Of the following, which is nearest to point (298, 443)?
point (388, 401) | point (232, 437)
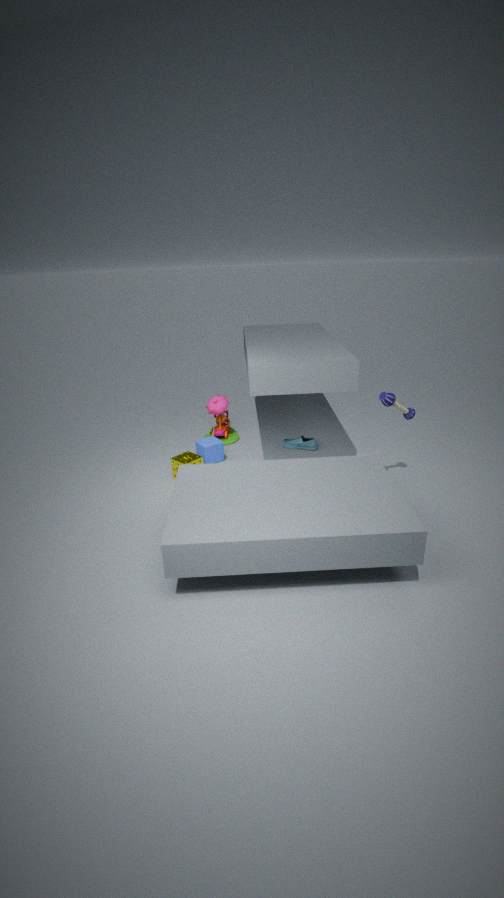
point (232, 437)
